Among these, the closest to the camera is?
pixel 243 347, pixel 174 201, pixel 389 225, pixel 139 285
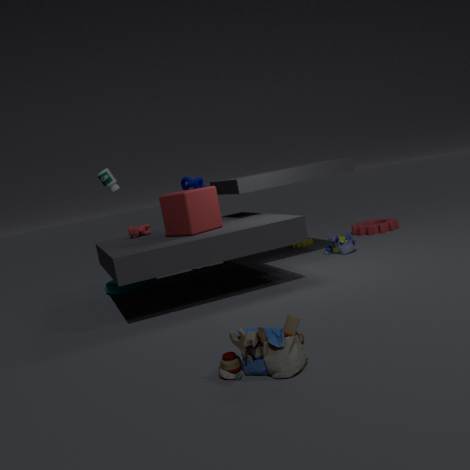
pixel 243 347
